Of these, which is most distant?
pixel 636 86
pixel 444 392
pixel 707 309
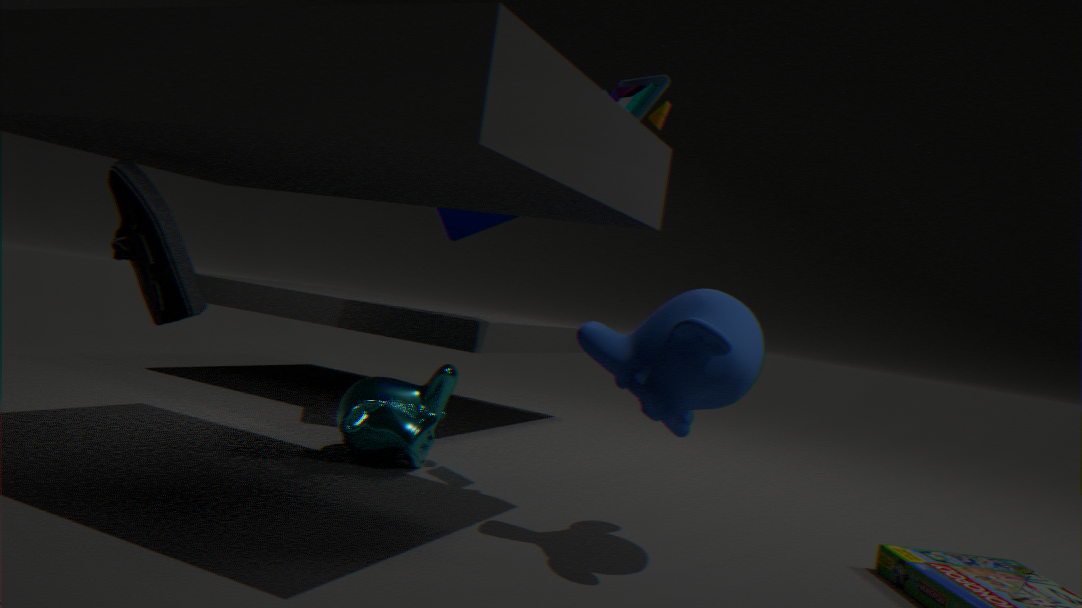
pixel 444 392
